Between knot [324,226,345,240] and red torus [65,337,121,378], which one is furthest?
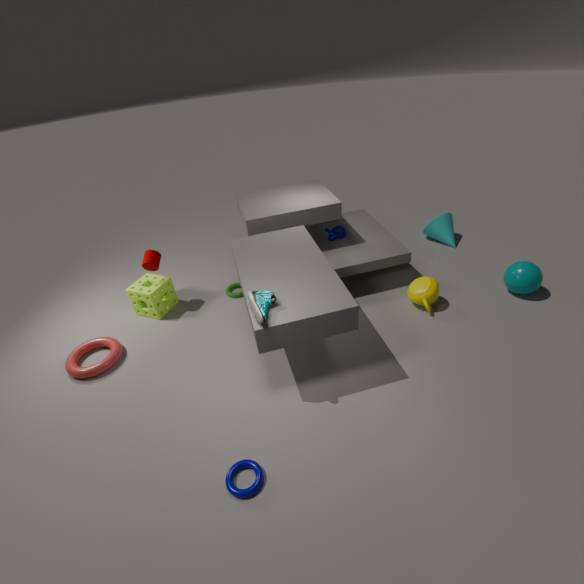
knot [324,226,345,240]
